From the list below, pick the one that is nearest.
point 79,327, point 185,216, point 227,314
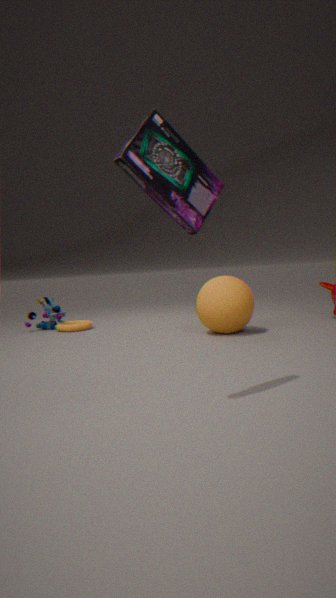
point 185,216
